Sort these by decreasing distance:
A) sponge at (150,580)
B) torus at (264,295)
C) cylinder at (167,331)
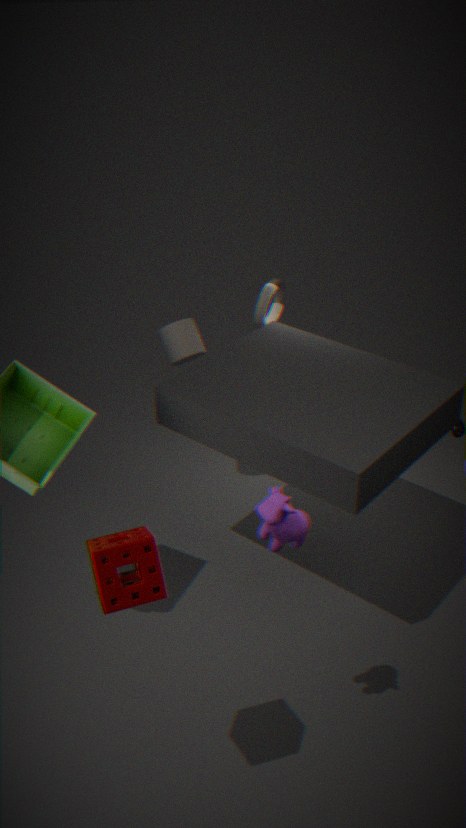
torus at (264,295), cylinder at (167,331), sponge at (150,580)
